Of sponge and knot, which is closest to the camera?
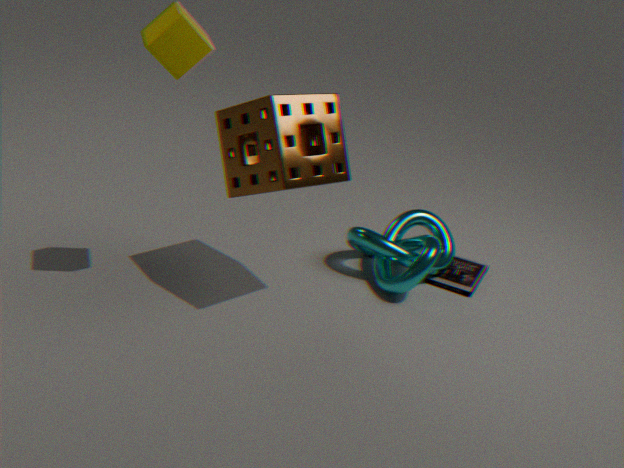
sponge
